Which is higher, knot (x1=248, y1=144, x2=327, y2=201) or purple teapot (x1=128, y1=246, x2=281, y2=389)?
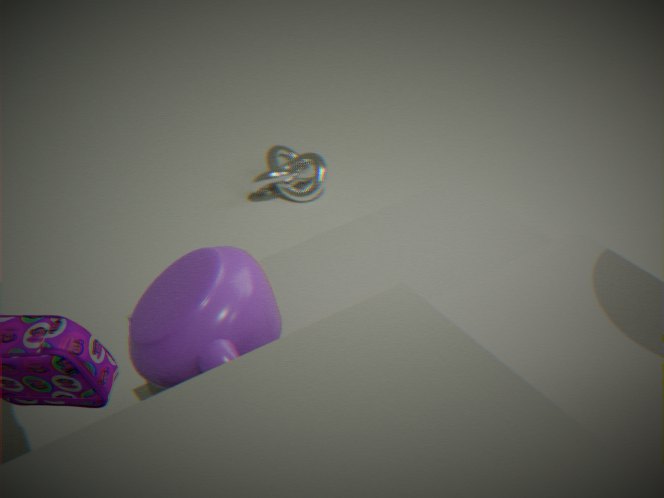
purple teapot (x1=128, y1=246, x2=281, y2=389)
